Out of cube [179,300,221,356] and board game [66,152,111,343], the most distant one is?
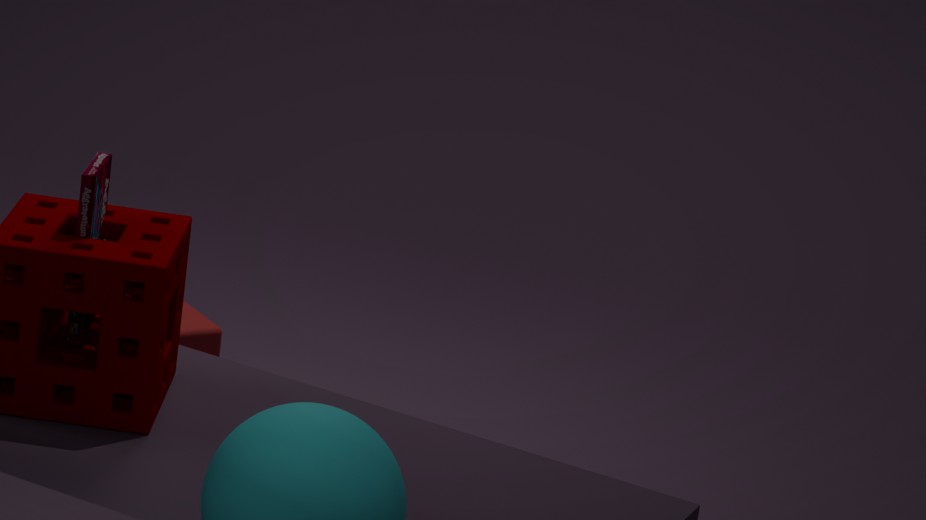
cube [179,300,221,356]
